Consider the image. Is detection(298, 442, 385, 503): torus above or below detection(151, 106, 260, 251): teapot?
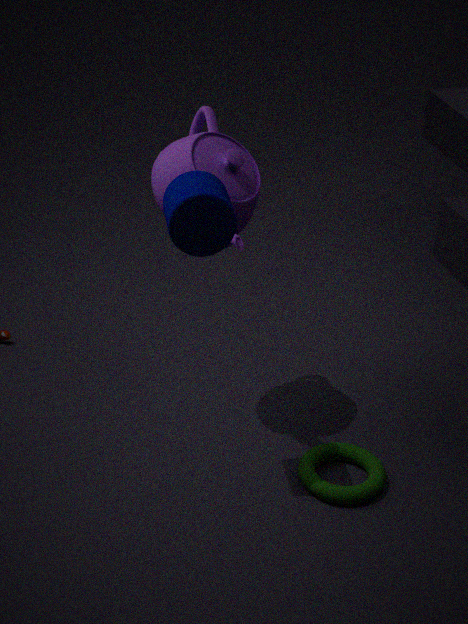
below
